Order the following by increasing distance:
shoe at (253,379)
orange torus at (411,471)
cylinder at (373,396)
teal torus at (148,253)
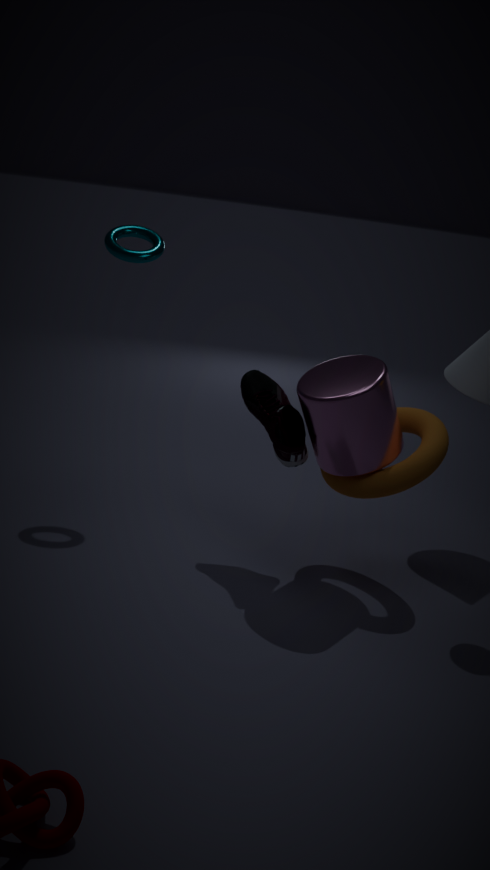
cylinder at (373,396), orange torus at (411,471), shoe at (253,379), teal torus at (148,253)
